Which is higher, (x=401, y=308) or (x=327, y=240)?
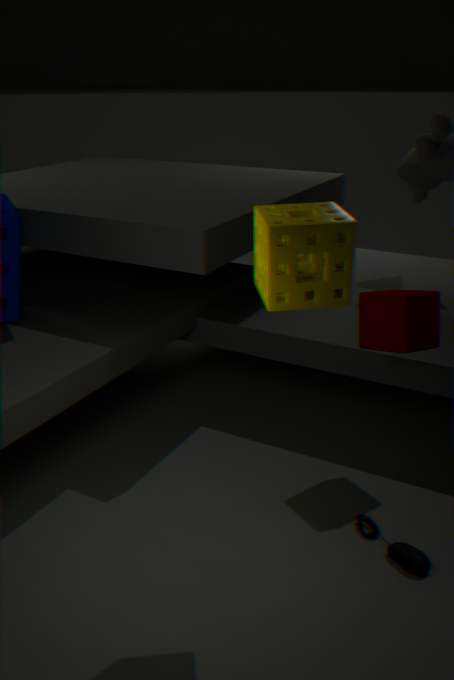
(x=327, y=240)
